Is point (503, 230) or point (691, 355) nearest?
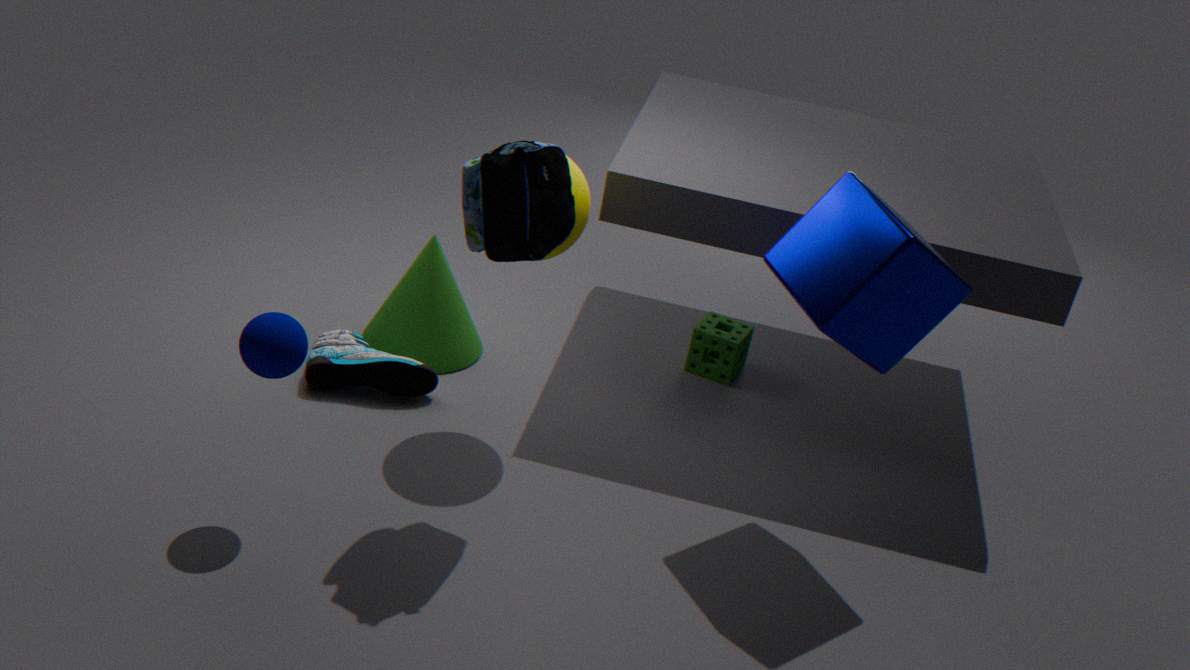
point (503, 230)
